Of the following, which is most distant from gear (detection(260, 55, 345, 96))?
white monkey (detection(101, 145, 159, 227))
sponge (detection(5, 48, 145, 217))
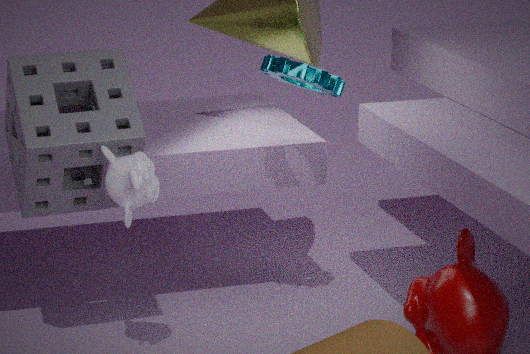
white monkey (detection(101, 145, 159, 227))
